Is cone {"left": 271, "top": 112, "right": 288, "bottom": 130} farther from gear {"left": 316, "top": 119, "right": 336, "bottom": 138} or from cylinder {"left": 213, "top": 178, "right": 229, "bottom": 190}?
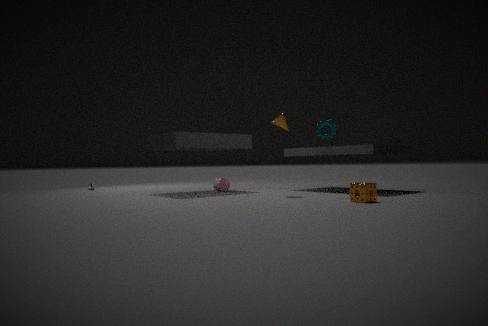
cylinder {"left": 213, "top": 178, "right": 229, "bottom": 190}
